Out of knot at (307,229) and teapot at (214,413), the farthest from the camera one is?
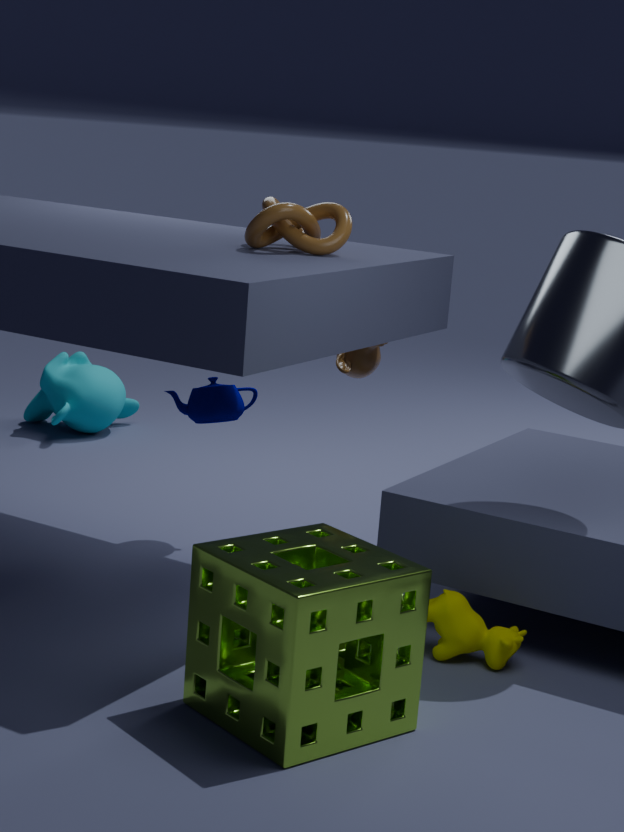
teapot at (214,413)
